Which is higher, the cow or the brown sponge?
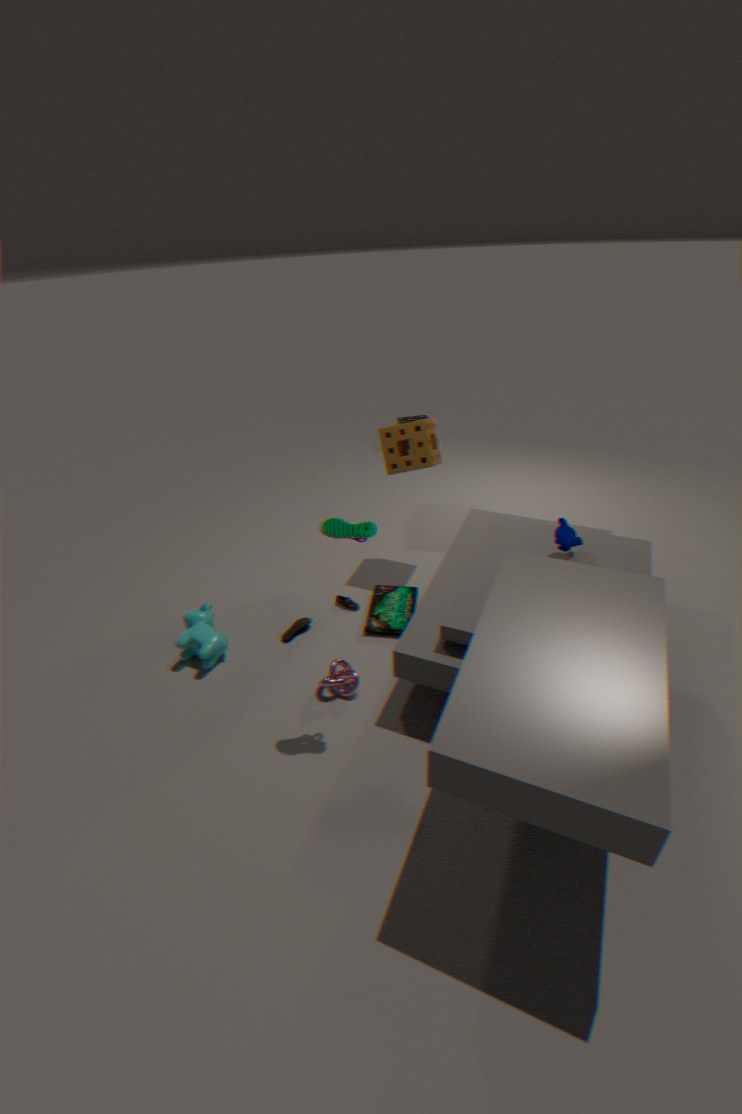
the brown sponge
